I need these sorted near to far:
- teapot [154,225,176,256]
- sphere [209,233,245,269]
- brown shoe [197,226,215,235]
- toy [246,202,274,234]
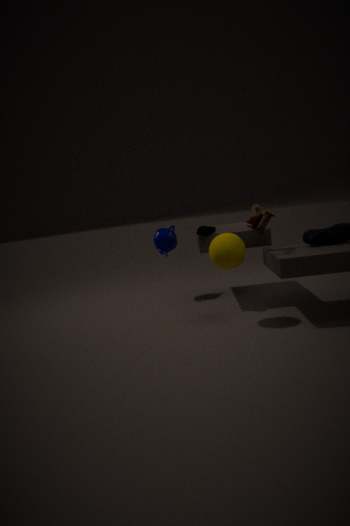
sphere [209,233,245,269], toy [246,202,274,234], brown shoe [197,226,215,235], teapot [154,225,176,256]
